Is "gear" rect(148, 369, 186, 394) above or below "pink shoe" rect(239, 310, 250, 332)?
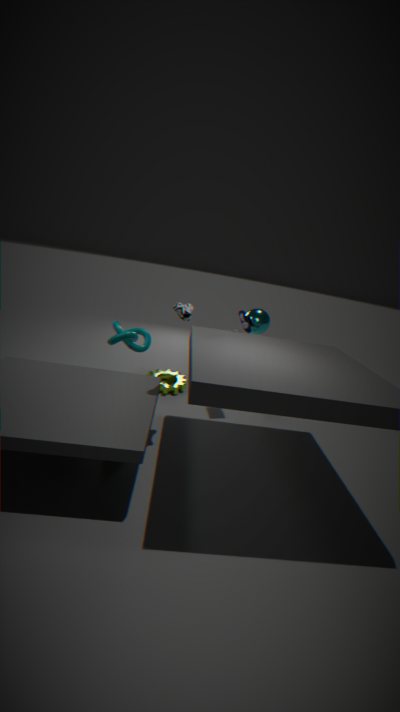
below
